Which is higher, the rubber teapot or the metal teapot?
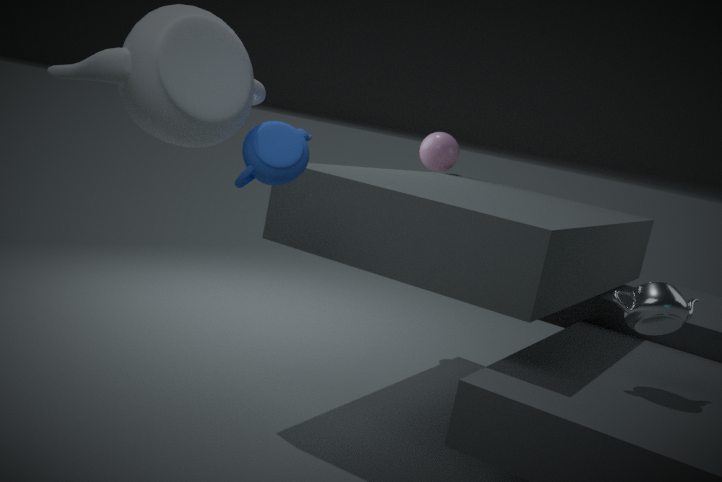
the rubber teapot
